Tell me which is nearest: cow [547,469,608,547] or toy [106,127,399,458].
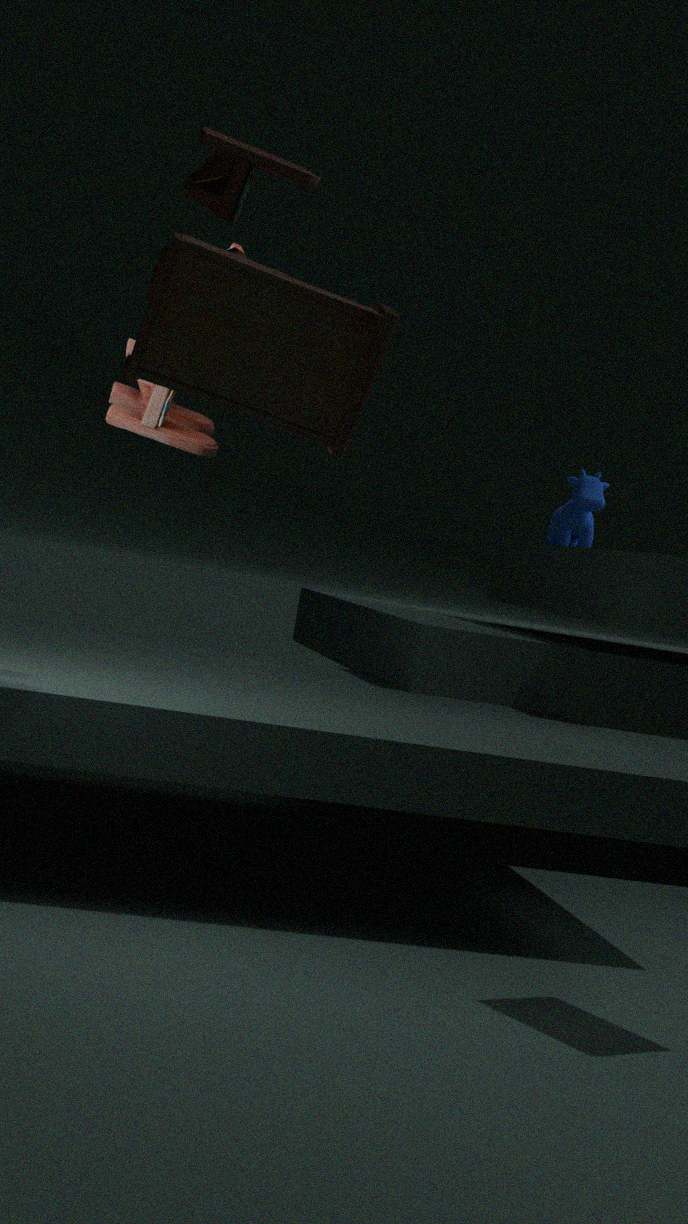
toy [106,127,399,458]
